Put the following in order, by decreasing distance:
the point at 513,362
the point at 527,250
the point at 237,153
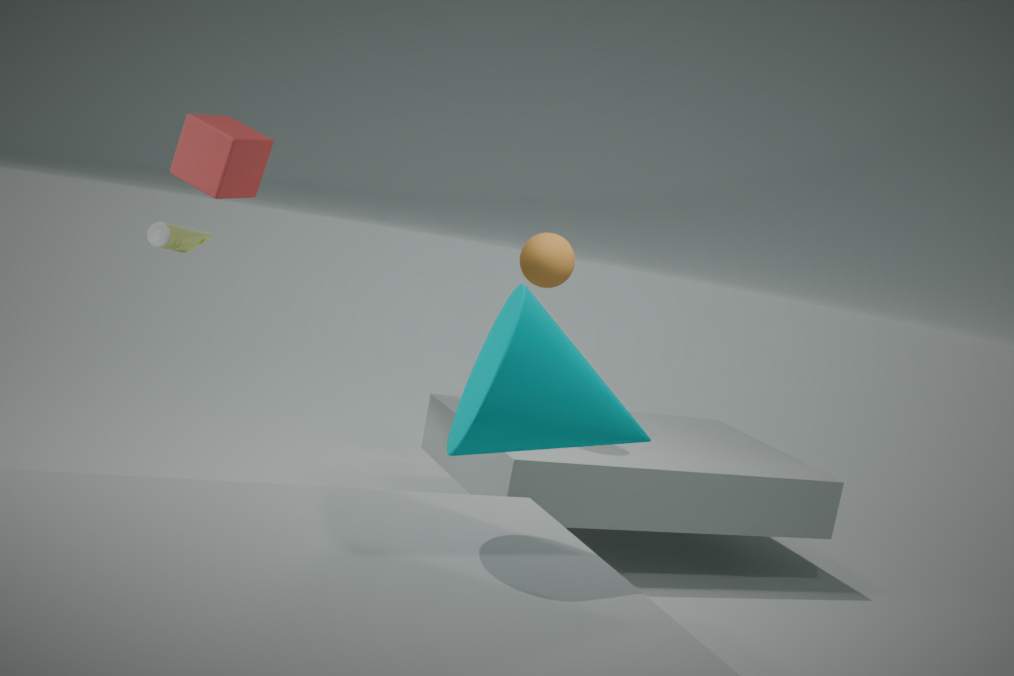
the point at 527,250, the point at 237,153, the point at 513,362
